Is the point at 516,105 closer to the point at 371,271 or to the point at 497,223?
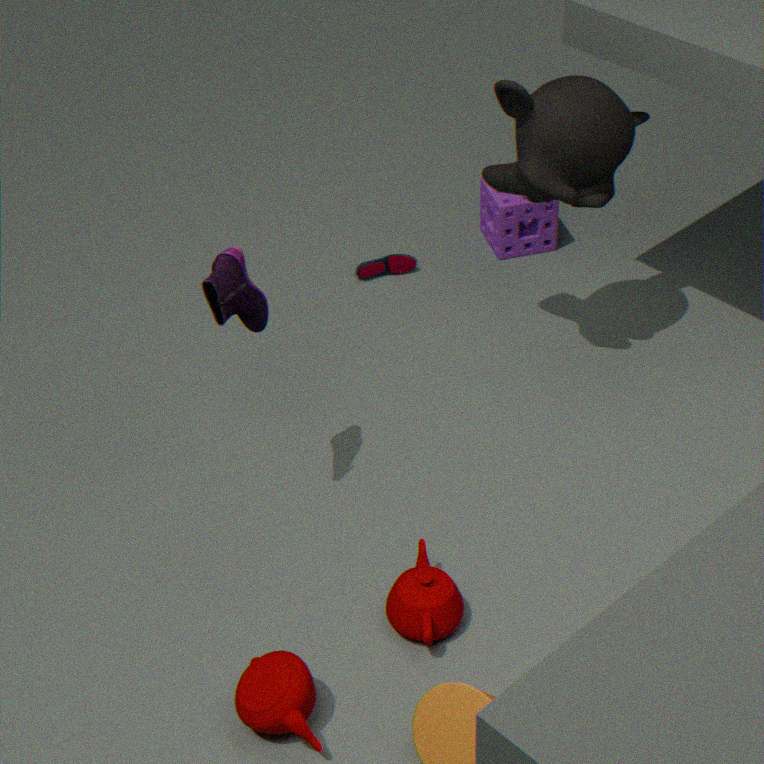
the point at 497,223
